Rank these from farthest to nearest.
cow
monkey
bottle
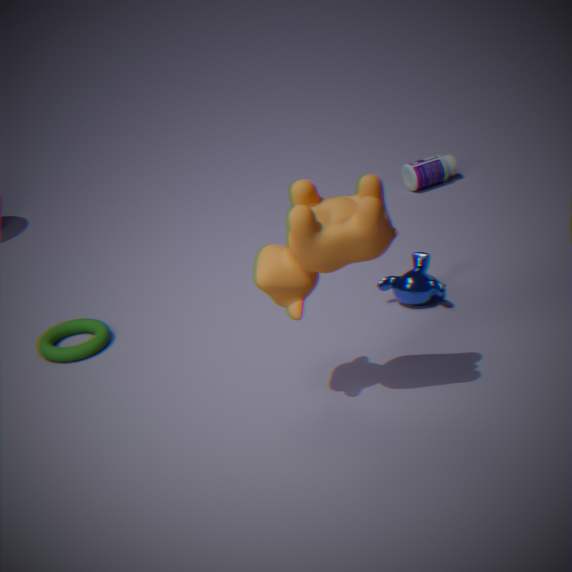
1. bottle
2. monkey
3. cow
